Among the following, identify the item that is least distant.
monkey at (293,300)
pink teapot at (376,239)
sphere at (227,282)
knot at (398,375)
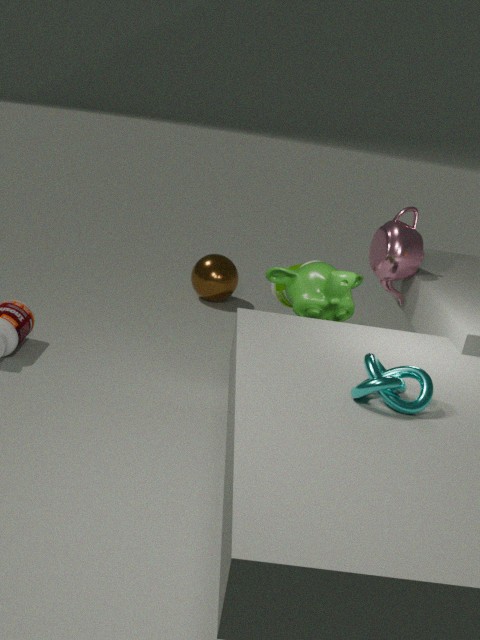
knot at (398,375)
